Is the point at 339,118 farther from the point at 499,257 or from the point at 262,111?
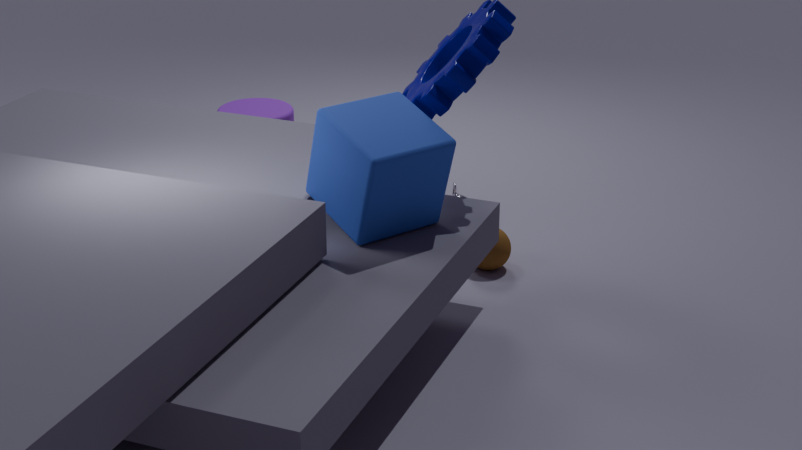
the point at 262,111
